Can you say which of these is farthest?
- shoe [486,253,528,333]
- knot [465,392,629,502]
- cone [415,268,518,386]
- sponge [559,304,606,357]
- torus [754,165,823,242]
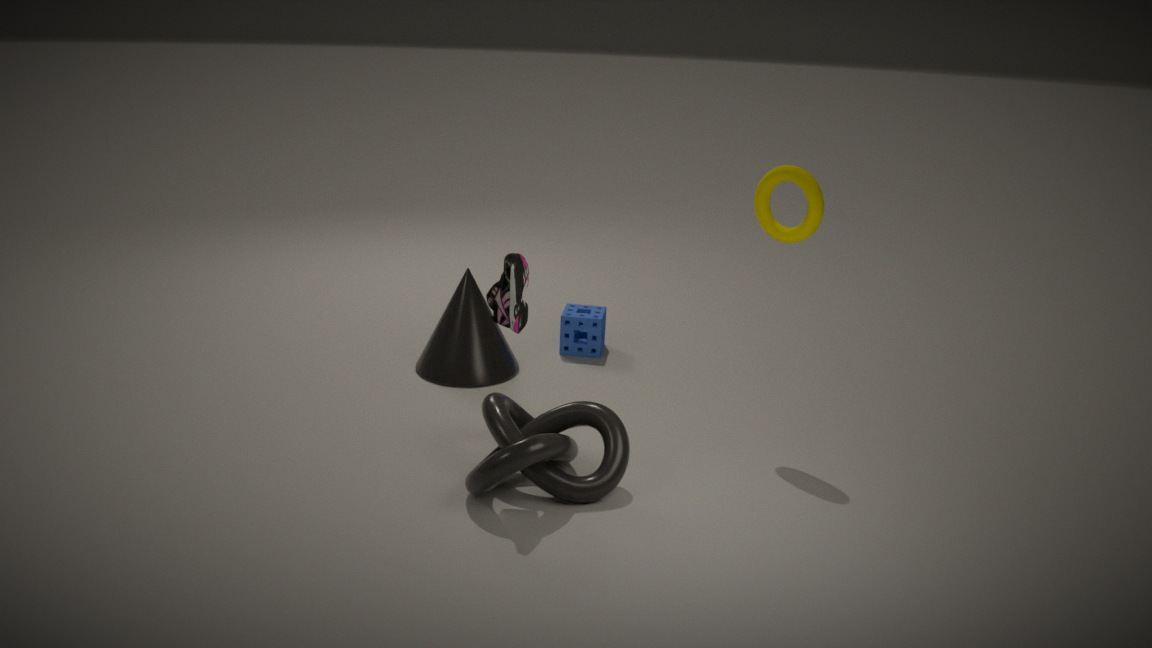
sponge [559,304,606,357]
